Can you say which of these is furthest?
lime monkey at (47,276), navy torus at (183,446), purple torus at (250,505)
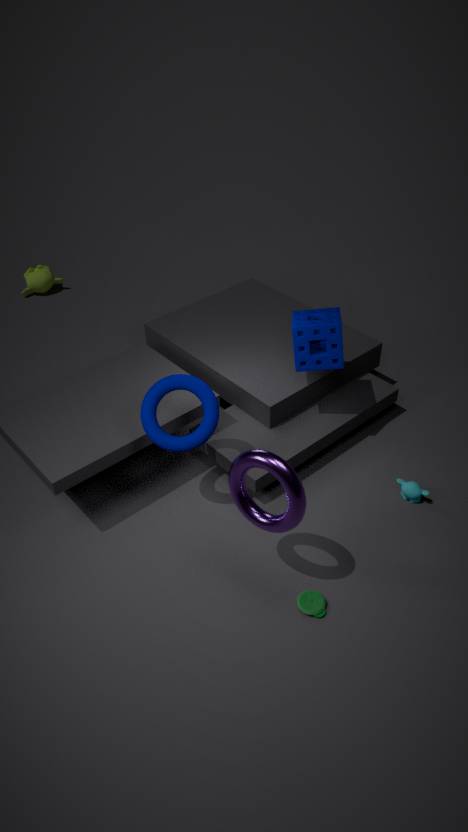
lime monkey at (47,276)
